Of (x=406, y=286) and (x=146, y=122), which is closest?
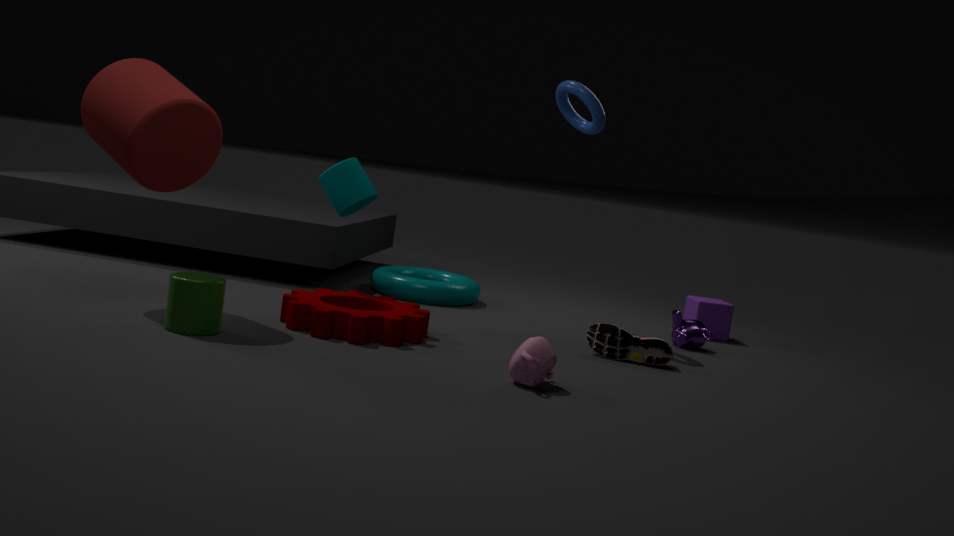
(x=146, y=122)
